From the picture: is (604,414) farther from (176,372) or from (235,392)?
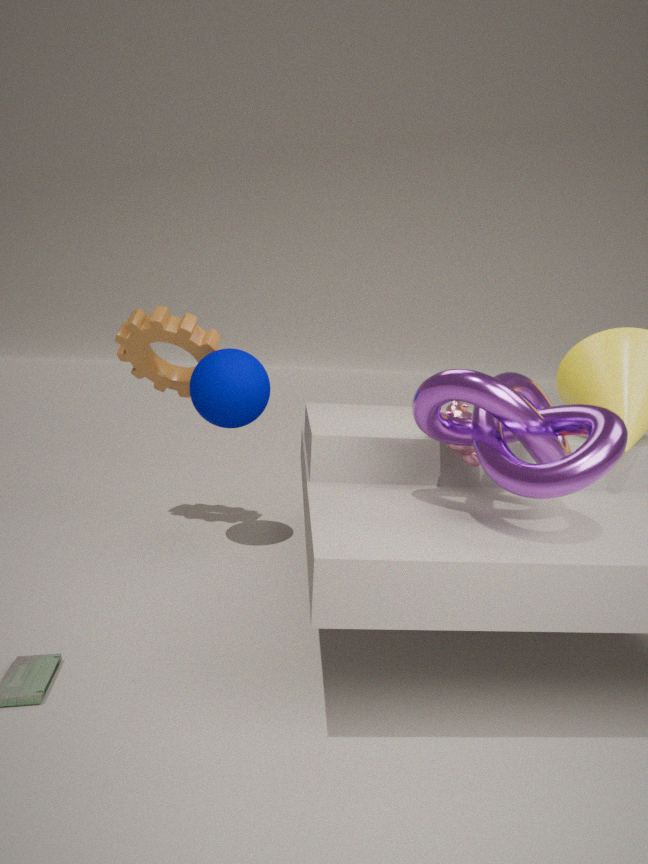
(176,372)
